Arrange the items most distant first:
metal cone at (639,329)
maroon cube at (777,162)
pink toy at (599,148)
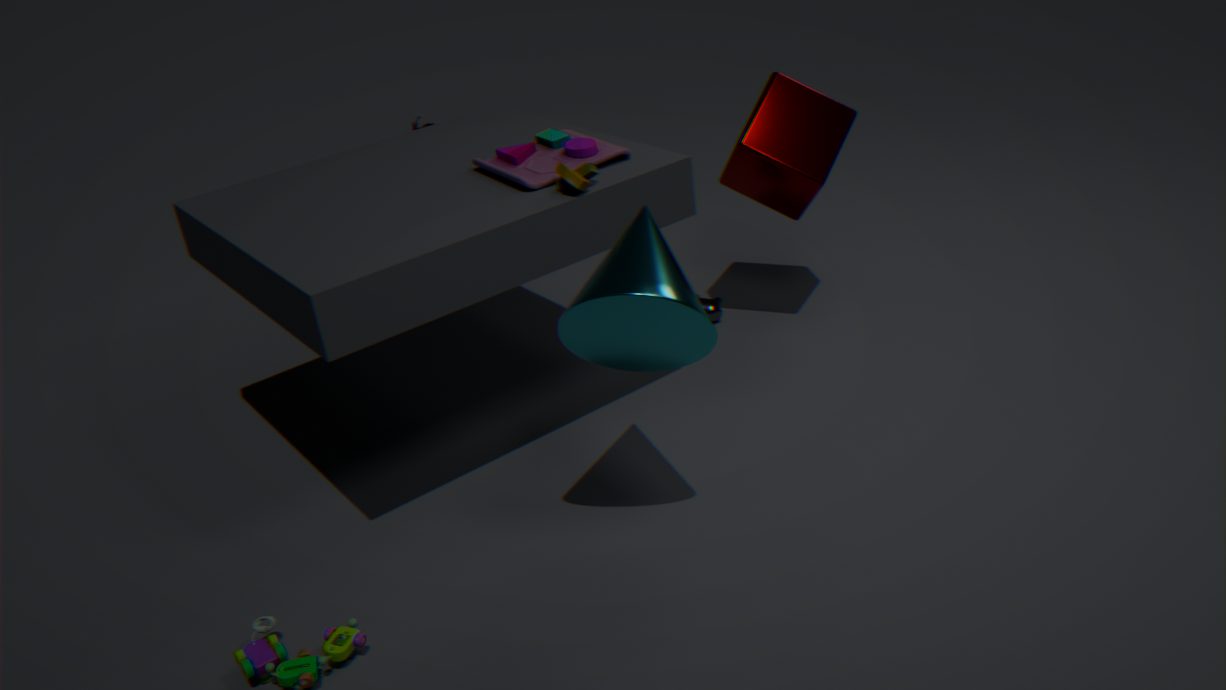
maroon cube at (777,162), pink toy at (599,148), metal cone at (639,329)
